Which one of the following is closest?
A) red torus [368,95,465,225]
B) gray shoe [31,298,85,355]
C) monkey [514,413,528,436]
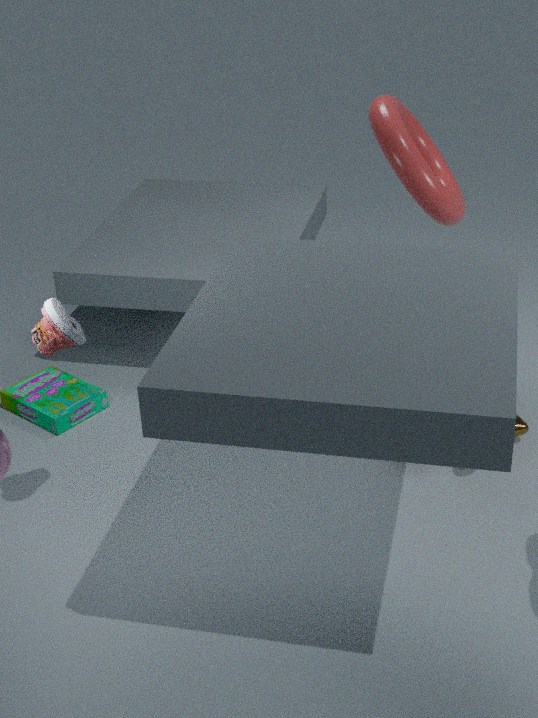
gray shoe [31,298,85,355]
